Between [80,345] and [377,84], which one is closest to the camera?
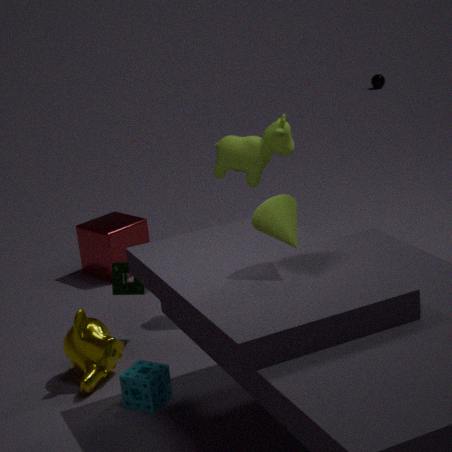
[80,345]
